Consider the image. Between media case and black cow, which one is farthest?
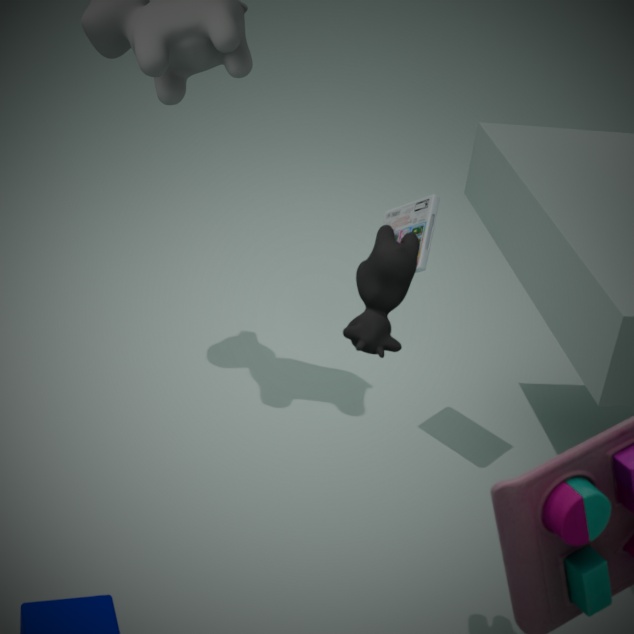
media case
